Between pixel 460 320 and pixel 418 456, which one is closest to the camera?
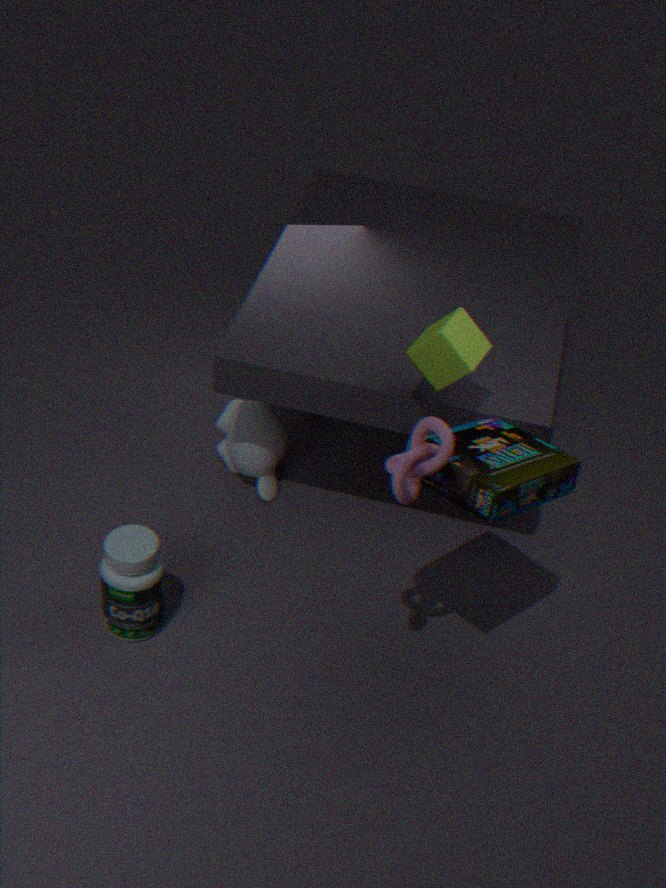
pixel 418 456
